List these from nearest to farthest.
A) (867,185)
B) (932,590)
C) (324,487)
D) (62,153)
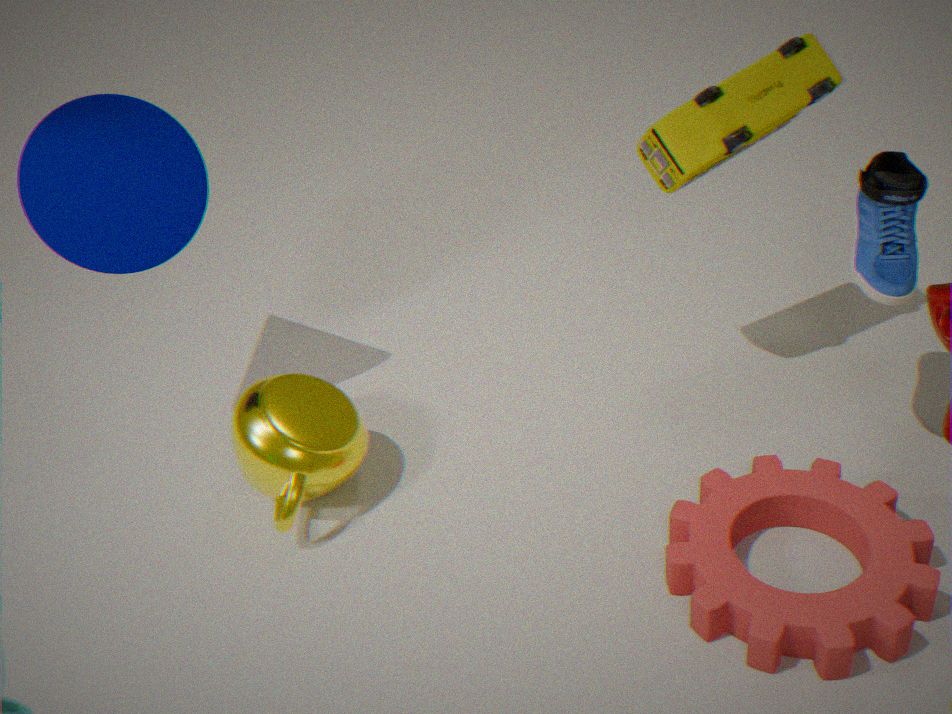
(932,590), (867,185), (324,487), (62,153)
